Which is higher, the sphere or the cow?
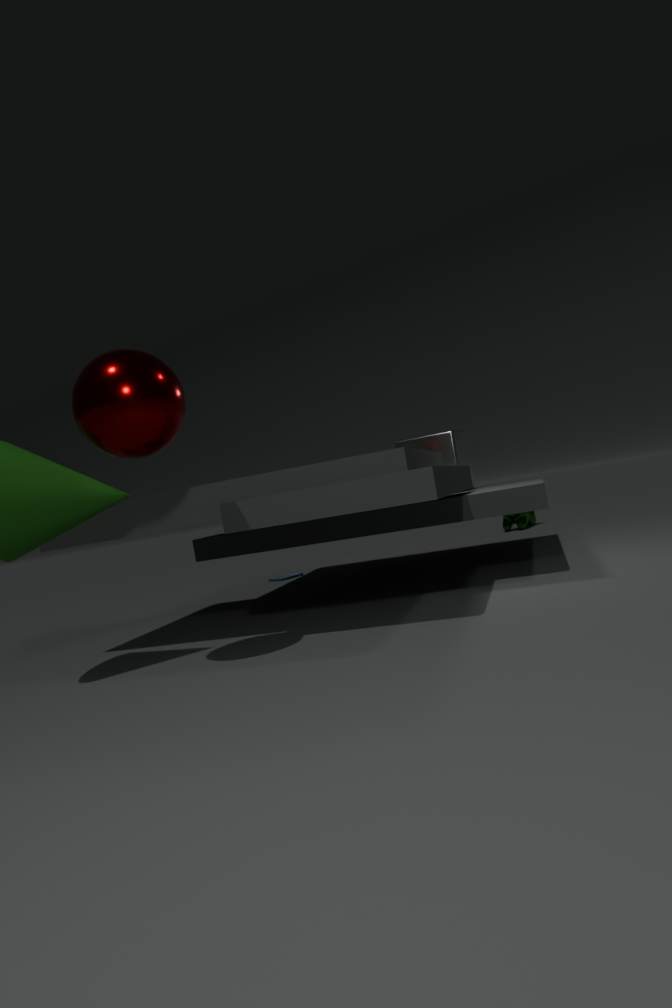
the sphere
